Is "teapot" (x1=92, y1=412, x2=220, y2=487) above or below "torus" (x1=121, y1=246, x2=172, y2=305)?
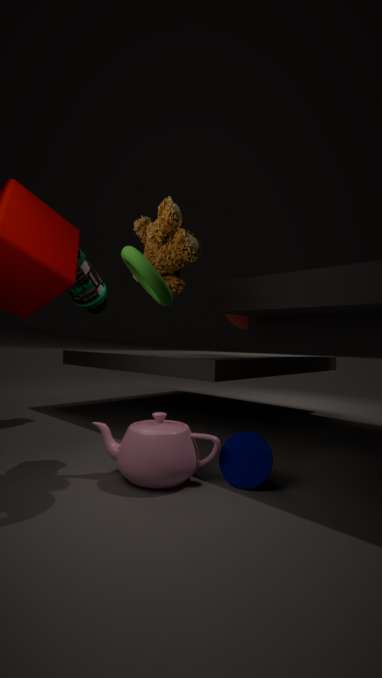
below
